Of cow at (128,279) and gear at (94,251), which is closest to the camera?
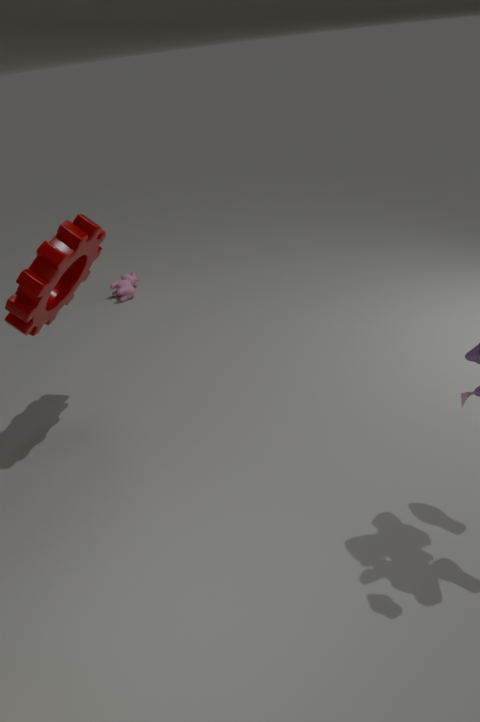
gear at (94,251)
